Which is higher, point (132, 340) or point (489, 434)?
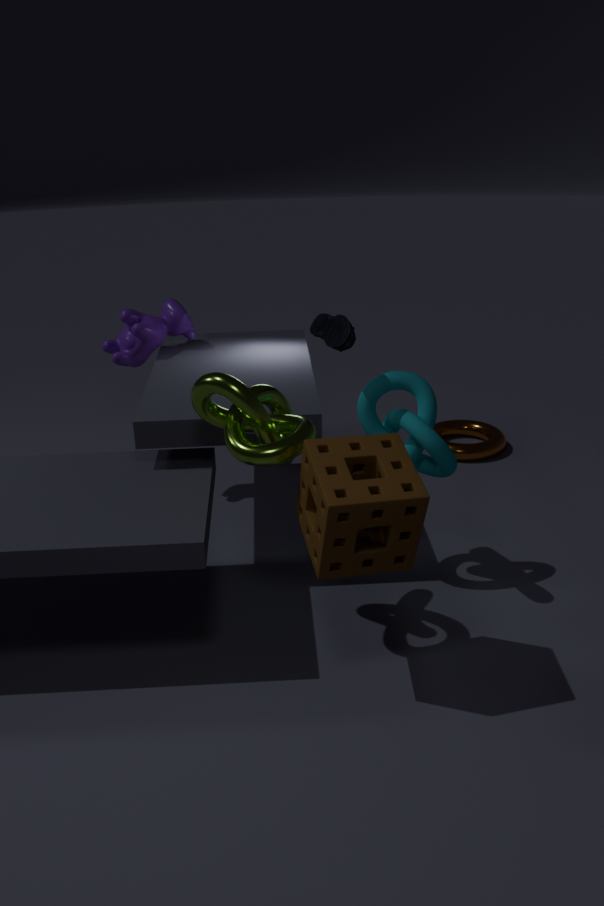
point (132, 340)
